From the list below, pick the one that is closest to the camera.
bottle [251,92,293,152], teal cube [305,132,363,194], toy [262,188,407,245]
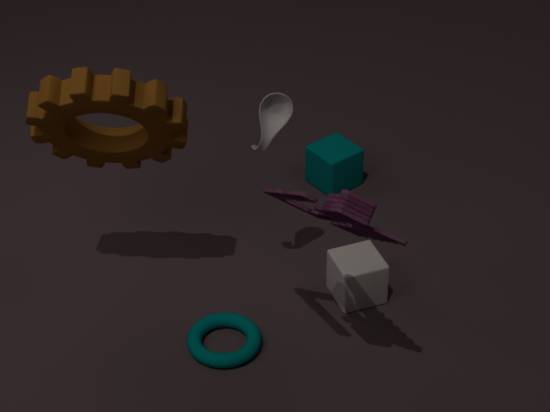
toy [262,188,407,245]
